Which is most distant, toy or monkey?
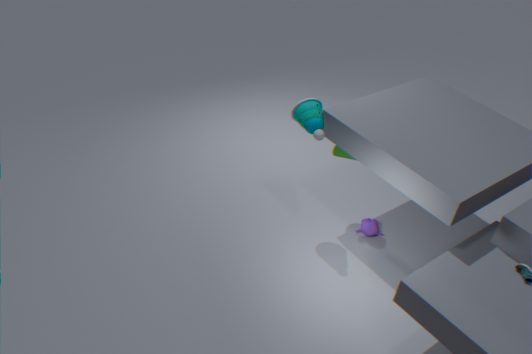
monkey
